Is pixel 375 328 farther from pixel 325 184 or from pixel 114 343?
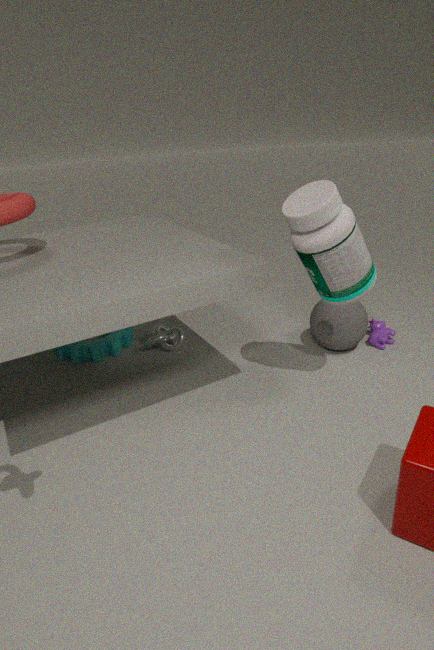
pixel 114 343
